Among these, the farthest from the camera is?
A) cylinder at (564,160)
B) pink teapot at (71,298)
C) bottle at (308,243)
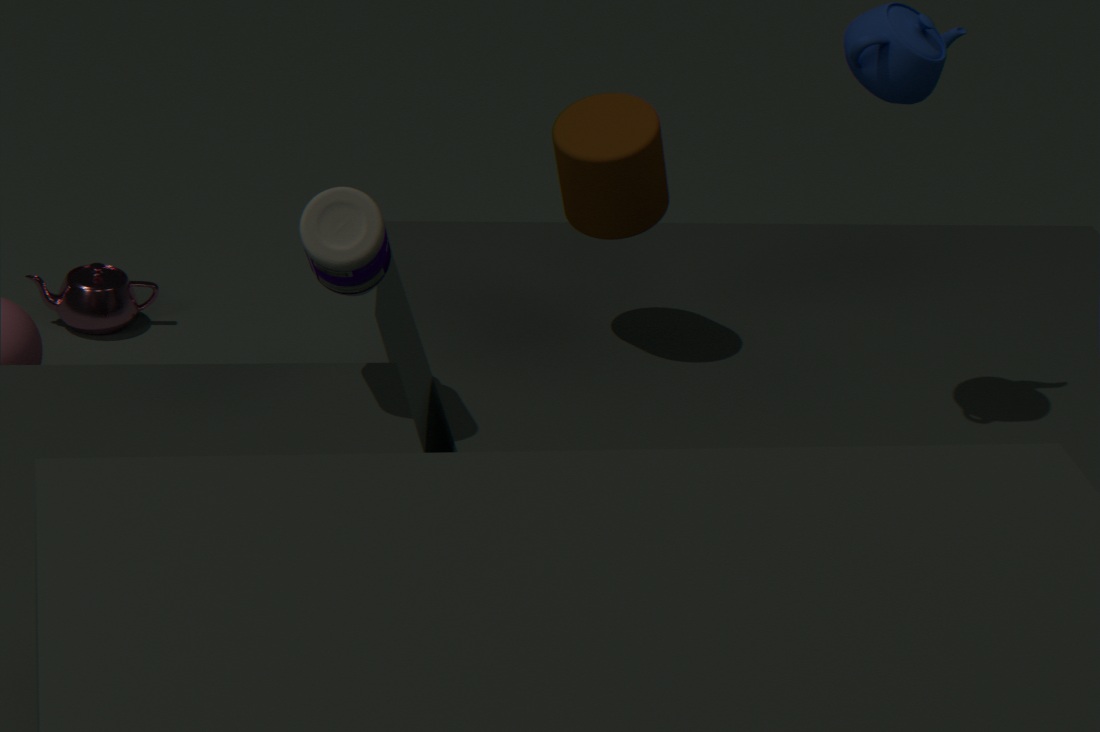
pink teapot at (71,298)
